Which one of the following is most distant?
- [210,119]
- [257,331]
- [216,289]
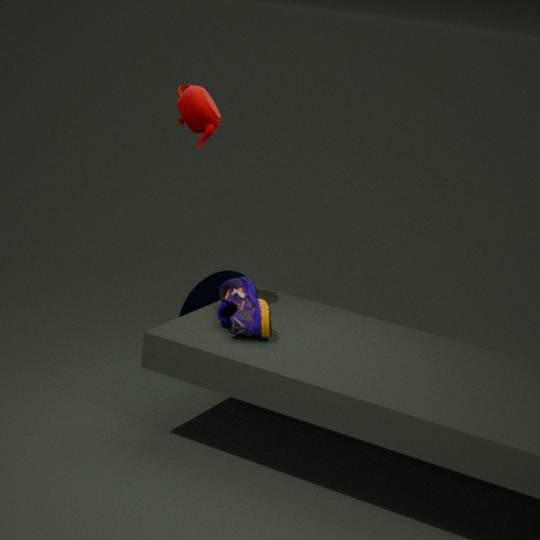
[216,289]
